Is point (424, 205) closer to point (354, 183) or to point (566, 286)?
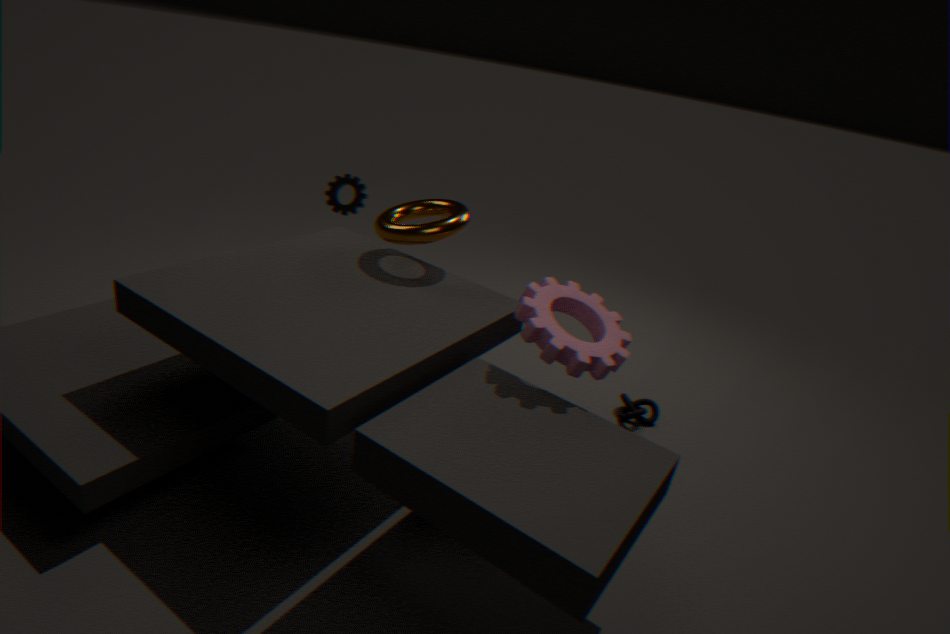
point (354, 183)
